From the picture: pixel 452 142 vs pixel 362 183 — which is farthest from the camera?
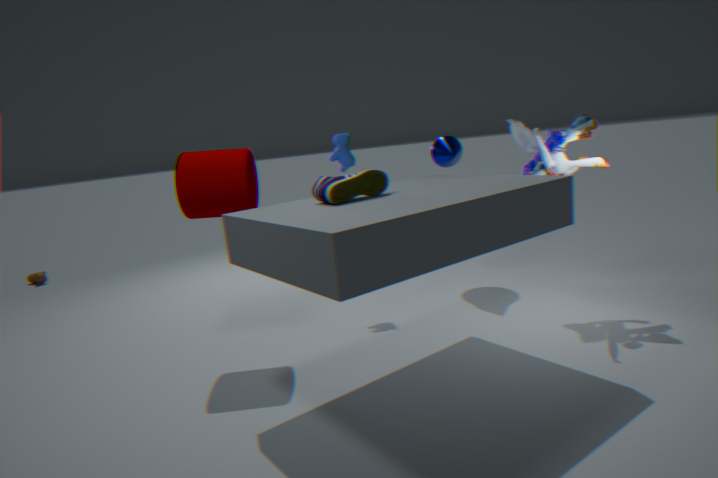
pixel 452 142
